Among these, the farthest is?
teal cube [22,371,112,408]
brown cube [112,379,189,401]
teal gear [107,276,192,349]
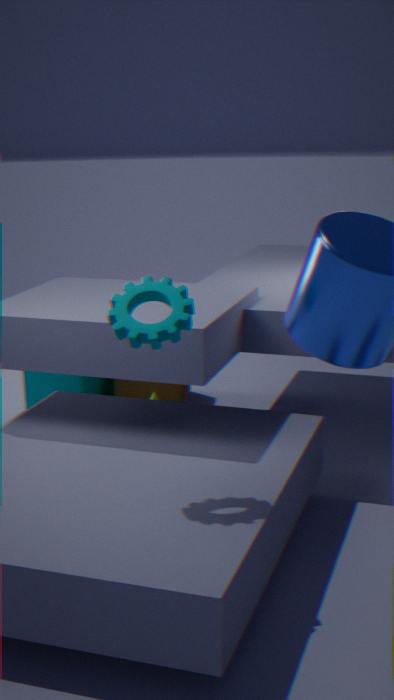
brown cube [112,379,189,401]
